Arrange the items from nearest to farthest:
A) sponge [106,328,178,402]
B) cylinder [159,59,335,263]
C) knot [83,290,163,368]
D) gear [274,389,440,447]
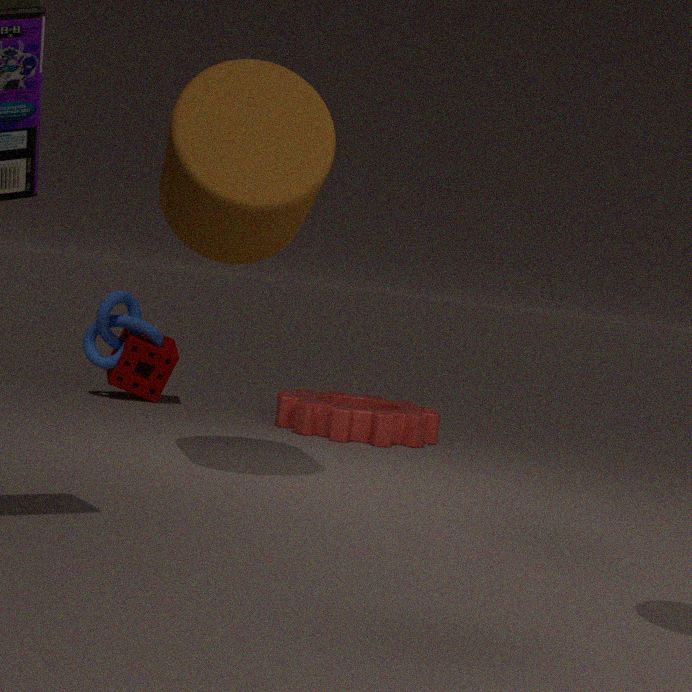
cylinder [159,59,335,263] → gear [274,389,440,447] → knot [83,290,163,368] → sponge [106,328,178,402]
